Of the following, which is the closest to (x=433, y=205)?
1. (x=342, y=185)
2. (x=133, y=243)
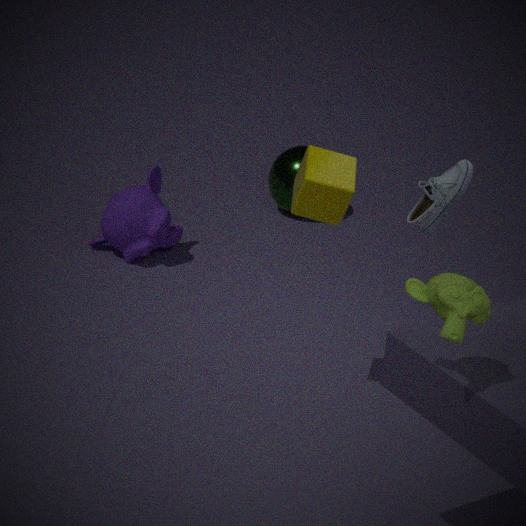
(x=342, y=185)
